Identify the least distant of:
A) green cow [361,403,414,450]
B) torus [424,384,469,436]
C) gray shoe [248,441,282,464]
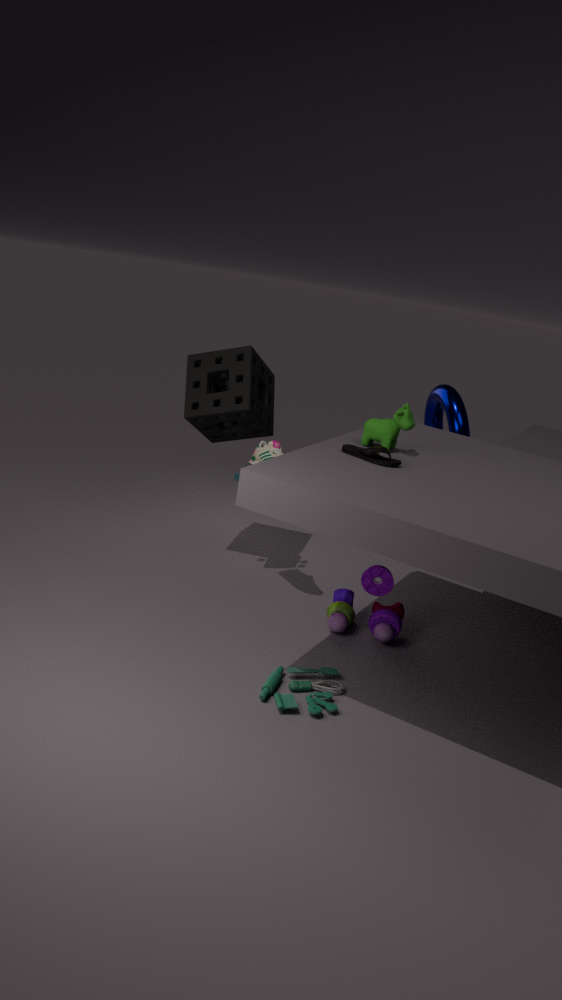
green cow [361,403,414,450]
